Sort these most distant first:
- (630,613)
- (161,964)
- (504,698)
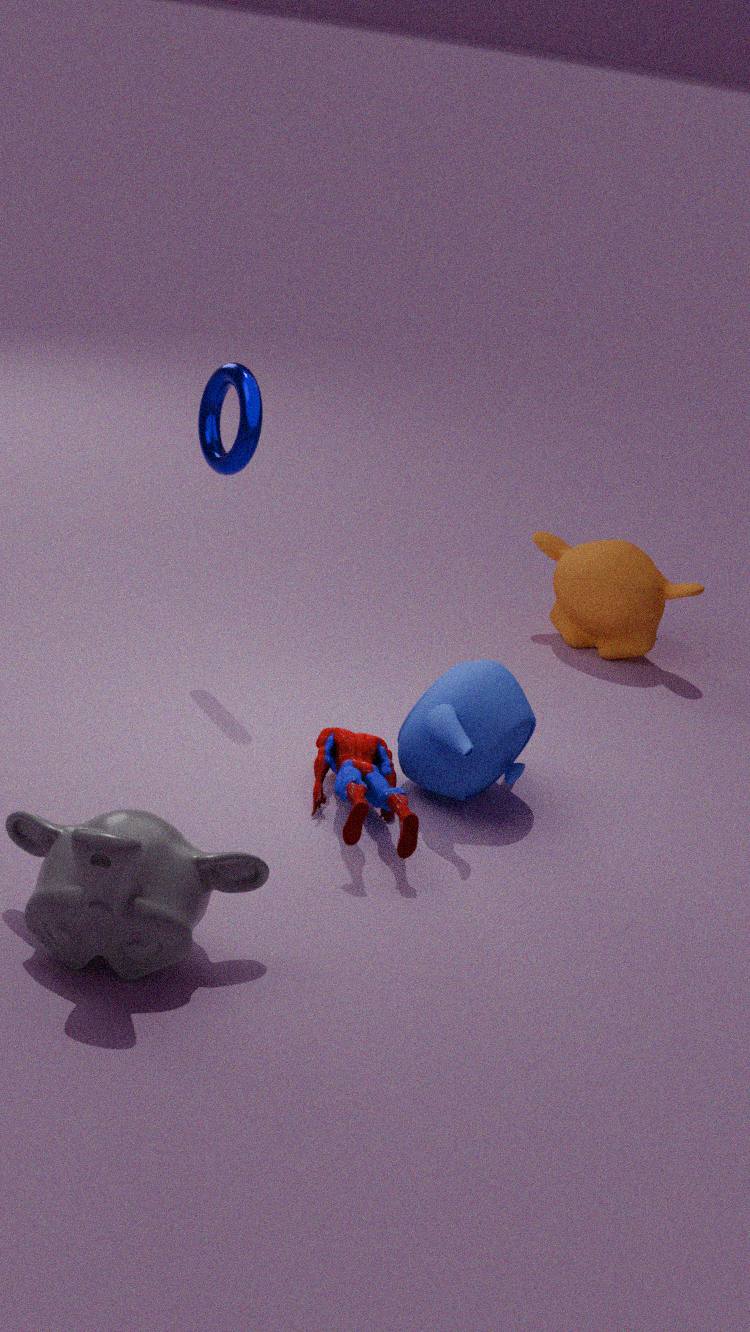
1. (630,613)
2. (504,698)
3. (161,964)
